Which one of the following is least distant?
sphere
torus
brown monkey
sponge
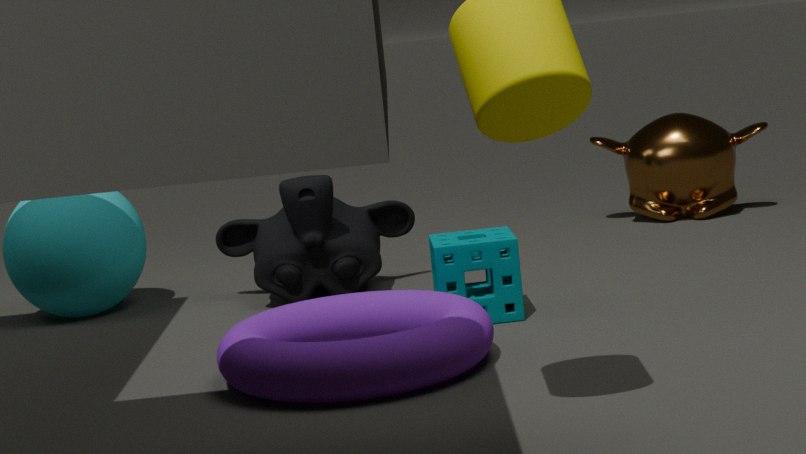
torus
